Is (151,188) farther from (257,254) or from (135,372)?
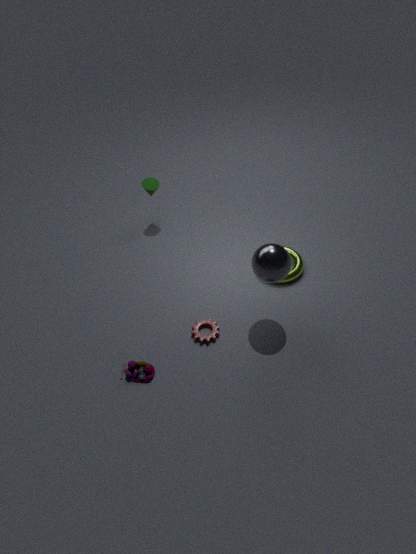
(135,372)
